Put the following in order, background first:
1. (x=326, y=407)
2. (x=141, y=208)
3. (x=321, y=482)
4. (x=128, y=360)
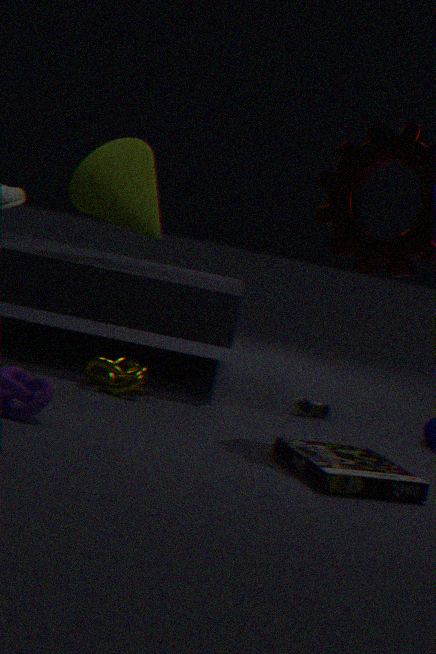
(x=141, y=208) < (x=326, y=407) < (x=128, y=360) < (x=321, y=482)
